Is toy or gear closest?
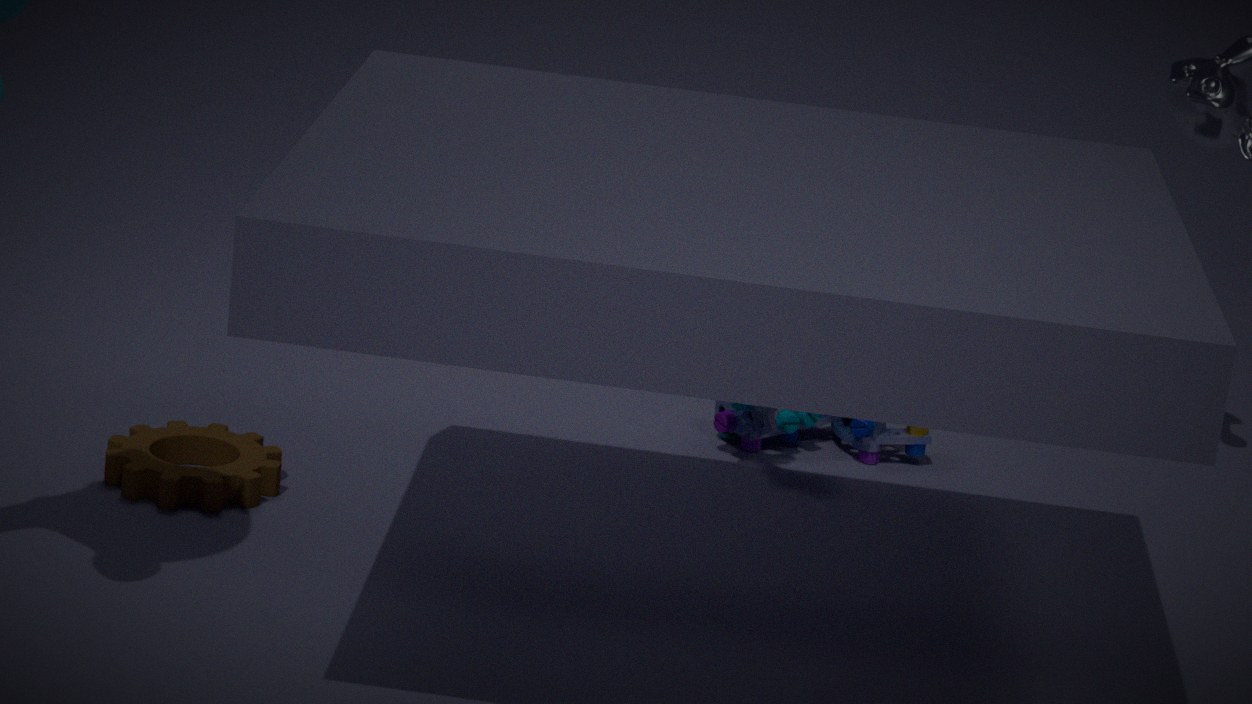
gear
